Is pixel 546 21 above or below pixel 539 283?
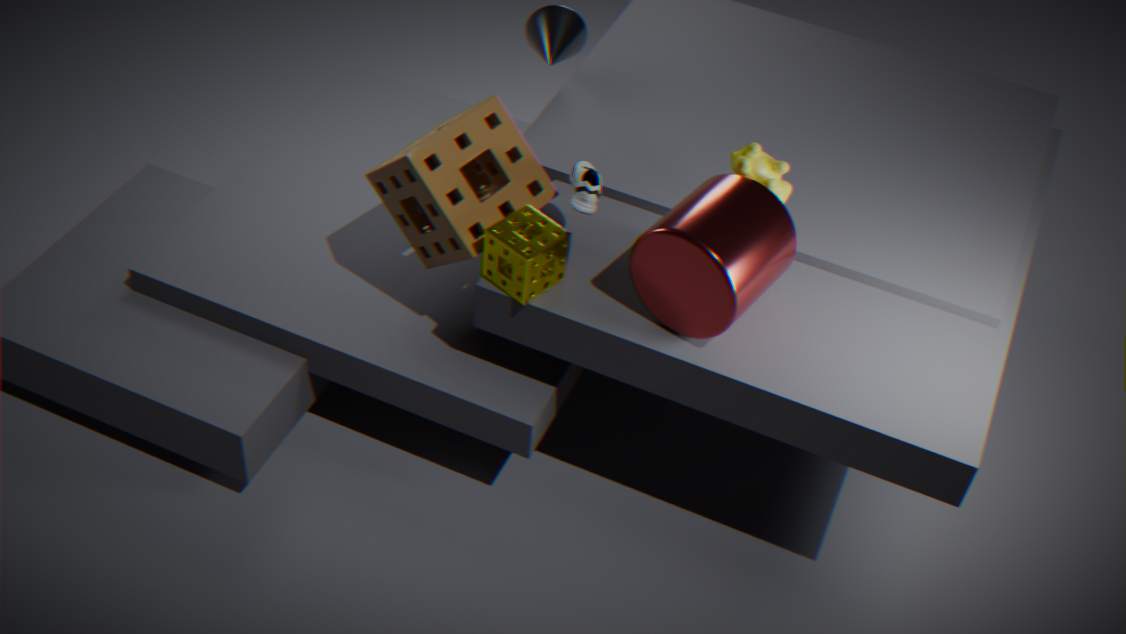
above
